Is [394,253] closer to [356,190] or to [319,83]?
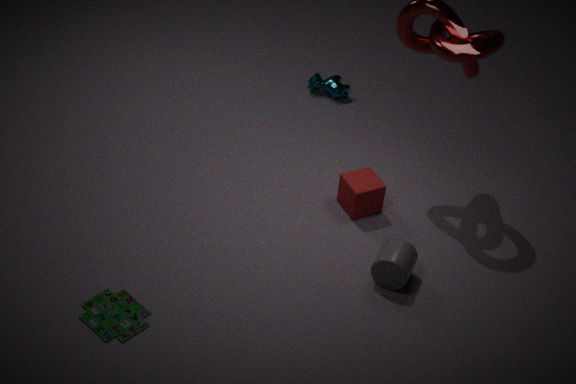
[356,190]
